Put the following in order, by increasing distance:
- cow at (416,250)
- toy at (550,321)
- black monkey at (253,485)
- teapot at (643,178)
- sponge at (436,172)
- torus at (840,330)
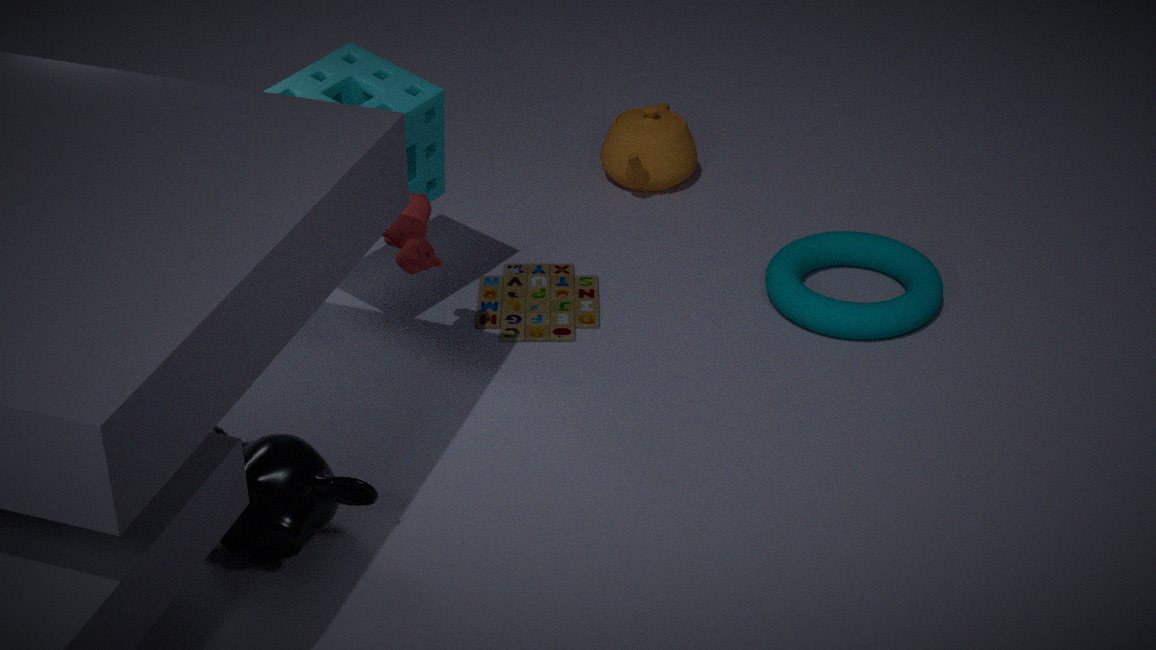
black monkey at (253,485), cow at (416,250), sponge at (436,172), torus at (840,330), toy at (550,321), teapot at (643,178)
